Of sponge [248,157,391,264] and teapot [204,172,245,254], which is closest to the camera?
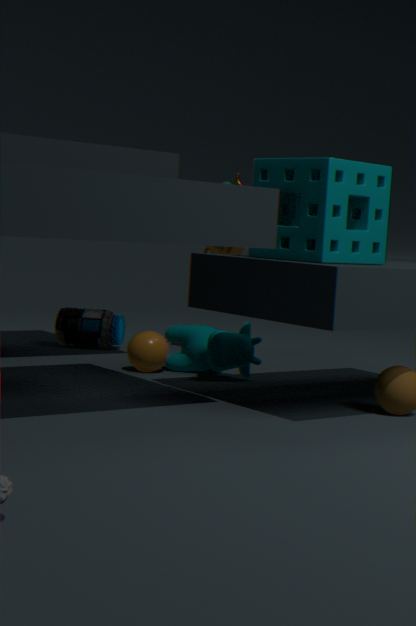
sponge [248,157,391,264]
